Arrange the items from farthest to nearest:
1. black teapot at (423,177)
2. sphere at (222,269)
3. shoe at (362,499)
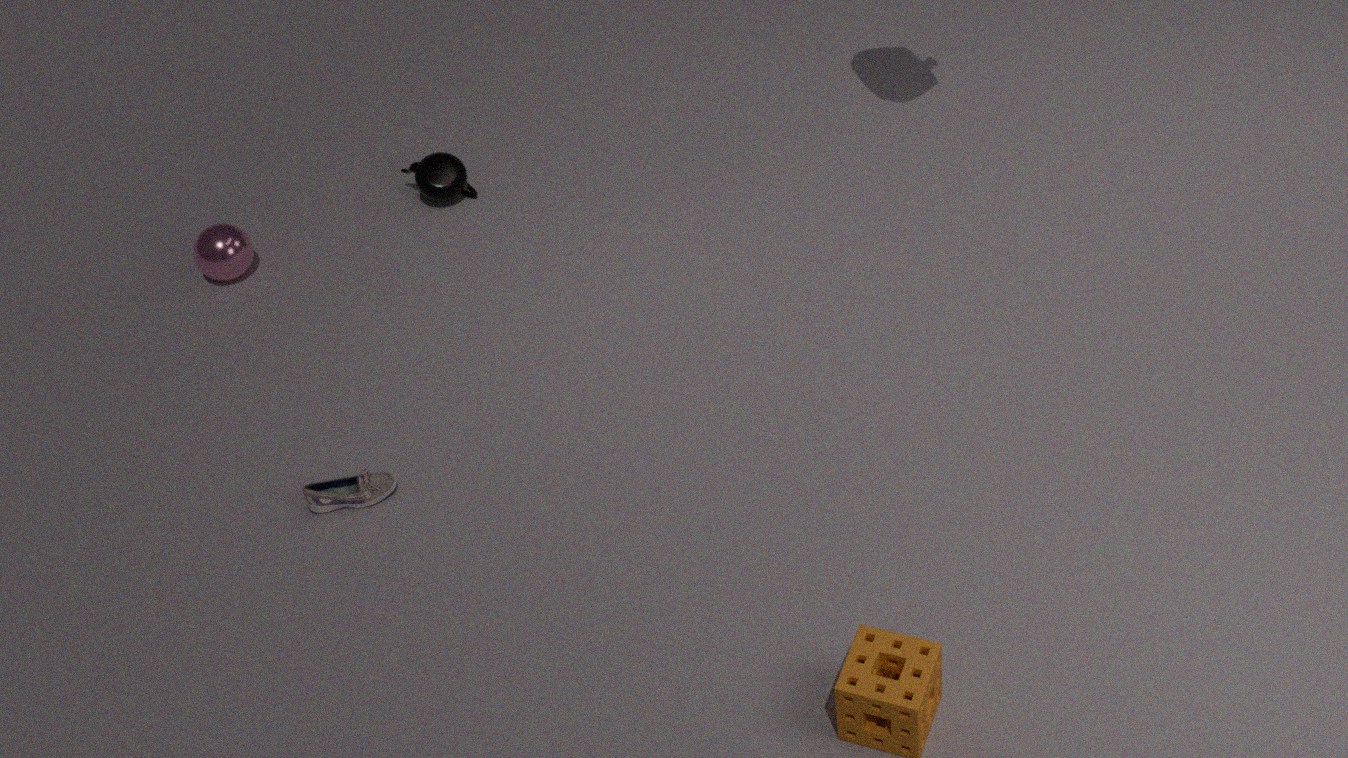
black teapot at (423,177), sphere at (222,269), shoe at (362,499)
